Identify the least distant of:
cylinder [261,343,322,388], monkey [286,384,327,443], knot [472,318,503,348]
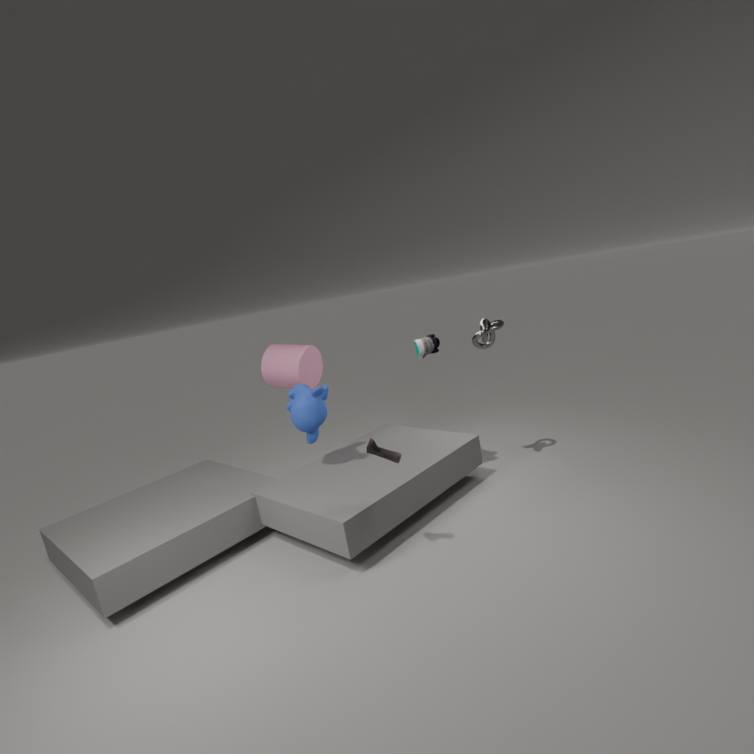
monkey [286,384,327,443]
